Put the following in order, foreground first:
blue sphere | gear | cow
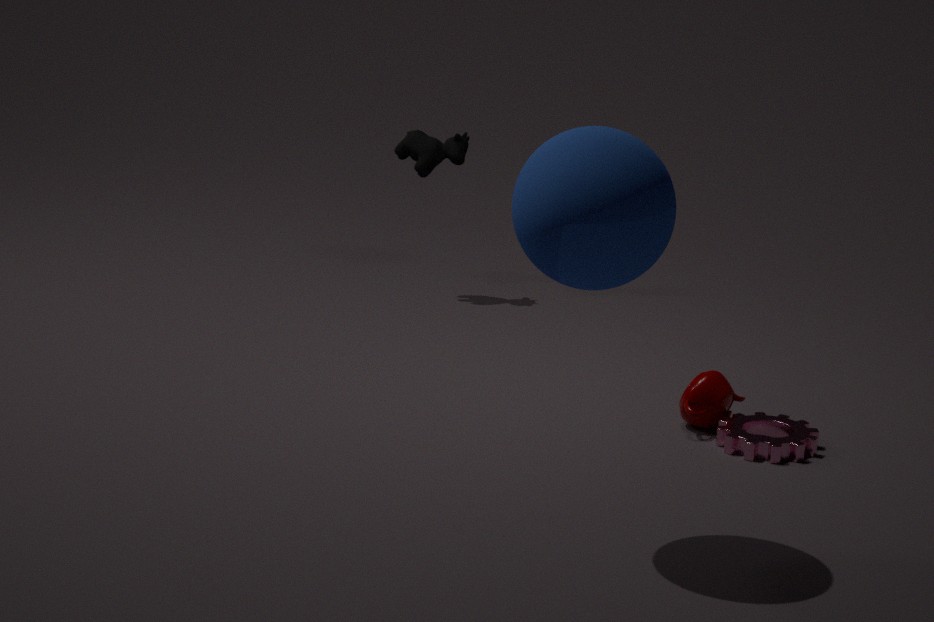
blue sphere → gear → cow
